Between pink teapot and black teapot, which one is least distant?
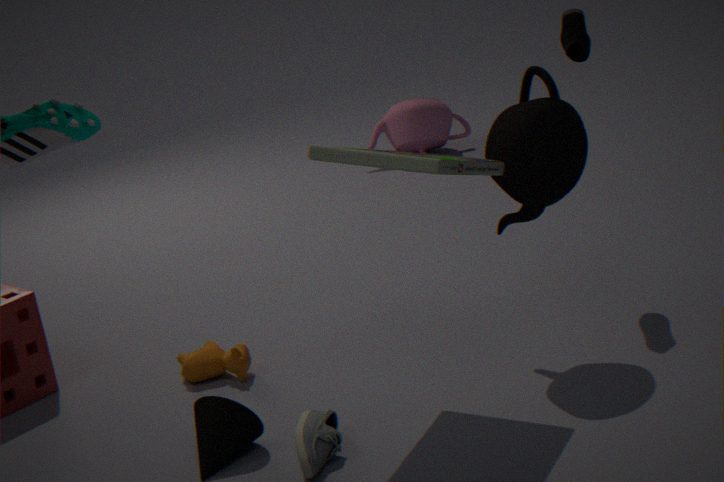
black teapot
